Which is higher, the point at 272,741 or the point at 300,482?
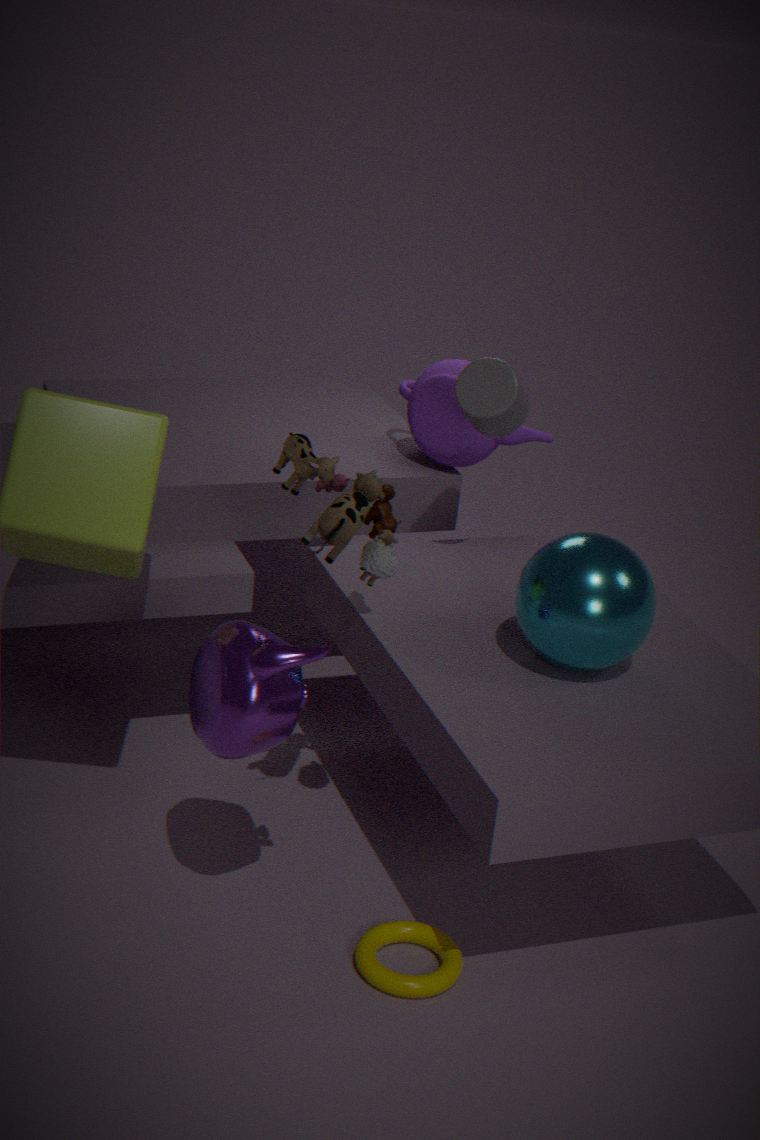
the point at 300,482
